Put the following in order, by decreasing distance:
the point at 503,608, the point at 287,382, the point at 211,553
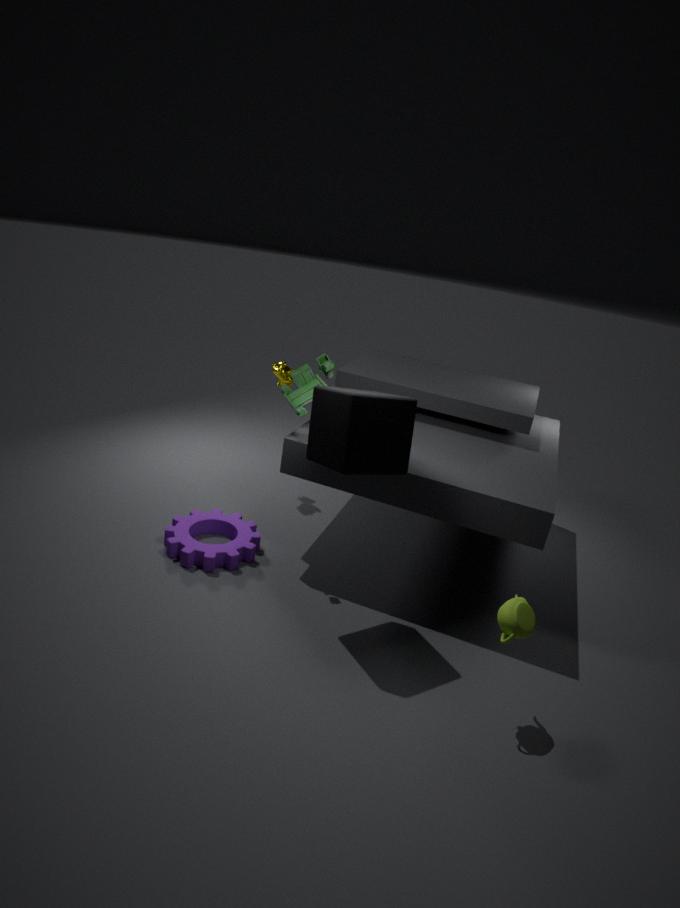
the point at 287,382
the point at 211,553
the point at 503,608
